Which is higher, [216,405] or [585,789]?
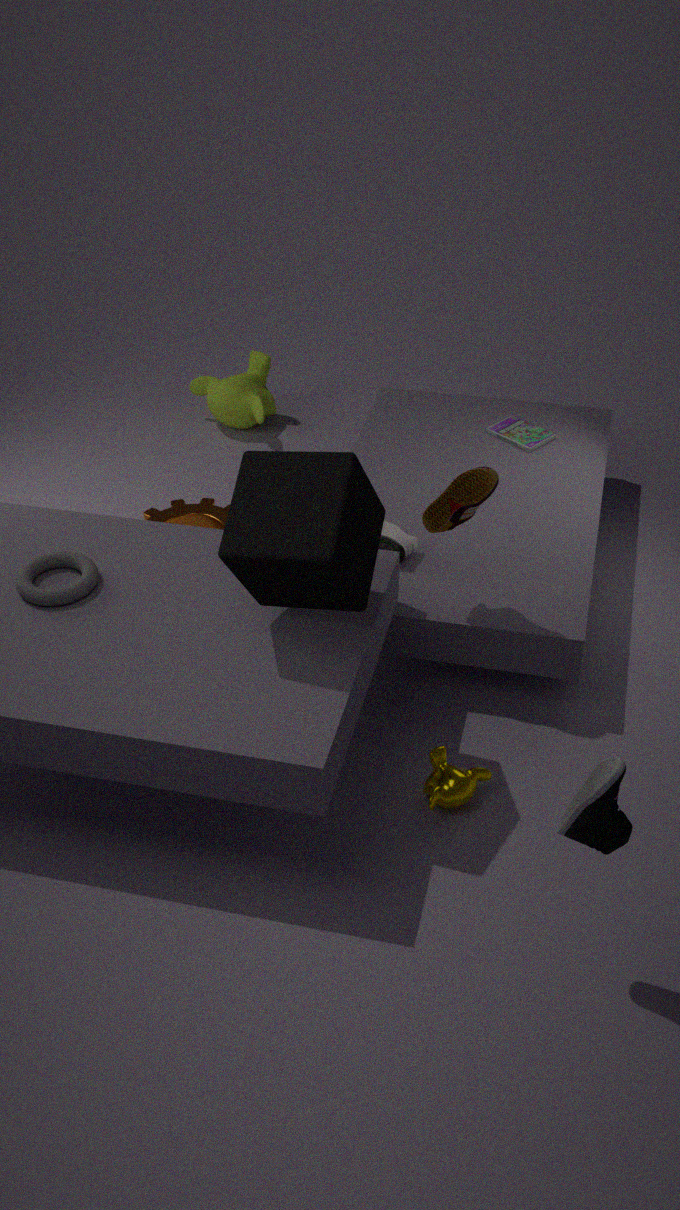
[585,789]
